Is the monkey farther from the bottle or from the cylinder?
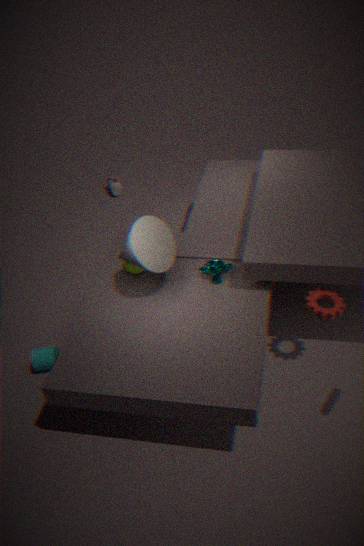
the bottle
